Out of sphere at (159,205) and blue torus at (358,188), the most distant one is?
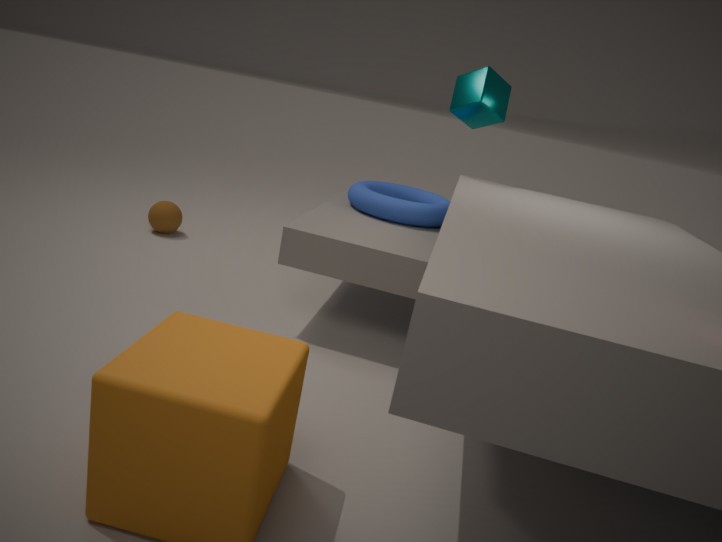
sphere at (159,205)
